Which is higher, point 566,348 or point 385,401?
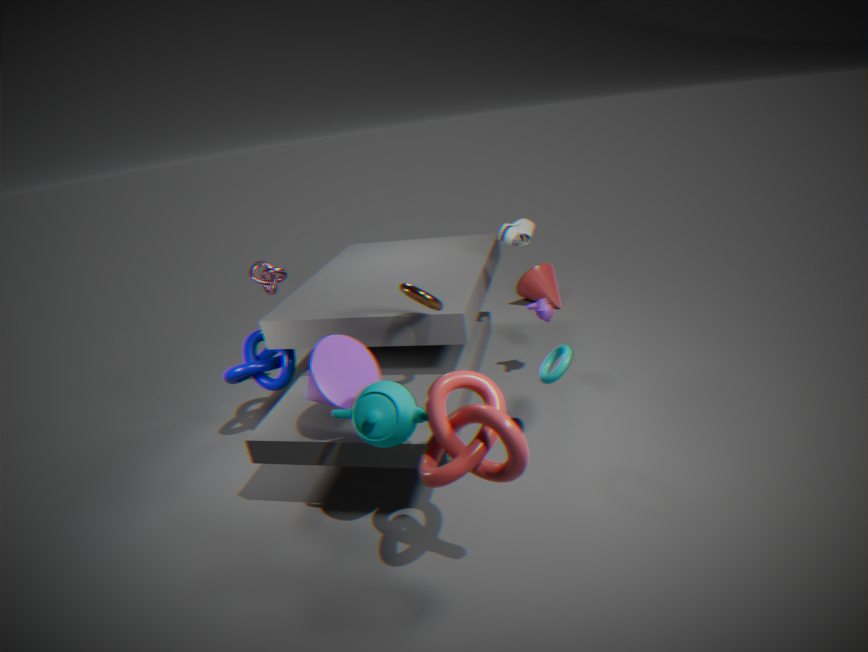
point 385,401
